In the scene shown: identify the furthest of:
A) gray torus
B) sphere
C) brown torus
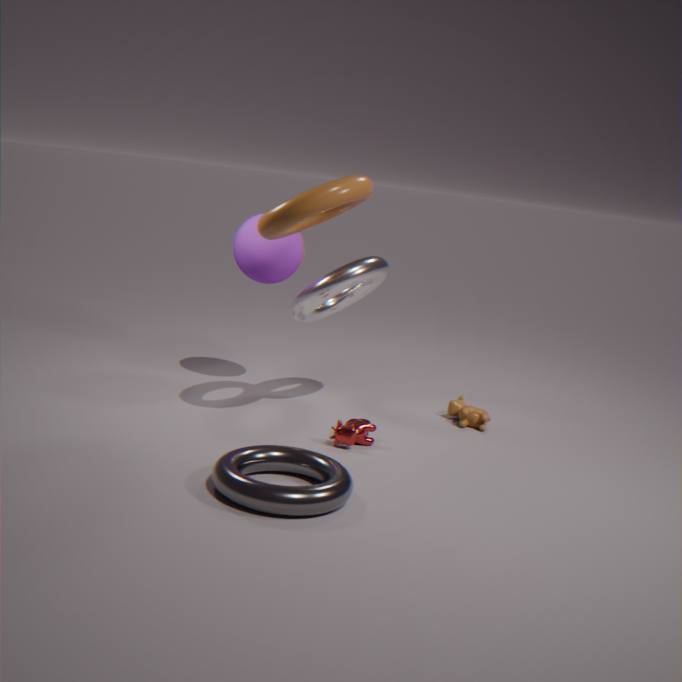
sphere
